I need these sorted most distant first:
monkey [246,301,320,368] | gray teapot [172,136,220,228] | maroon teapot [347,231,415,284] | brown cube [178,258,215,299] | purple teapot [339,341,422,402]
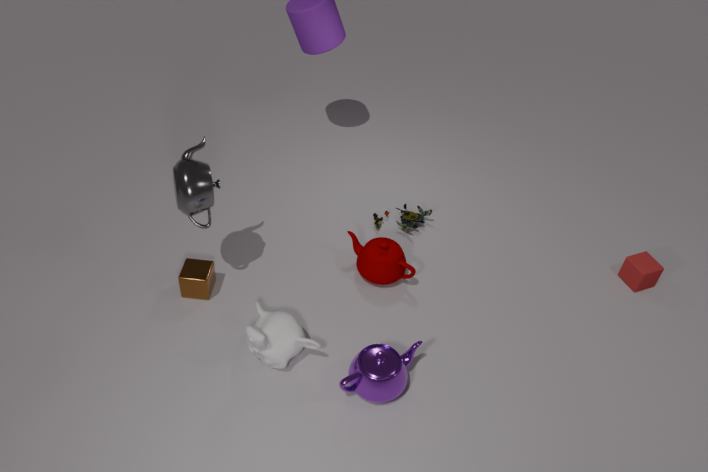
maroon teapot [347,231,415,284] < brown cube [178,258,215,299] < gray teapot [172,136,220,228] < monkey [246,301,320,368] < purple teapot [339,341,422,402]
